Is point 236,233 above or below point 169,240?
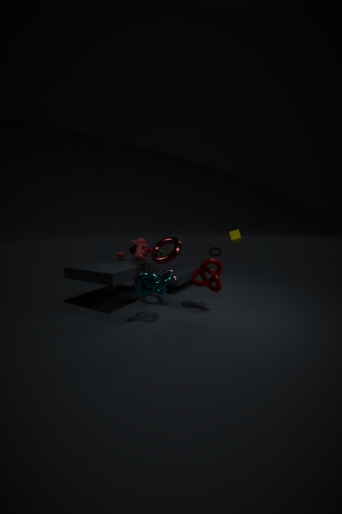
above
